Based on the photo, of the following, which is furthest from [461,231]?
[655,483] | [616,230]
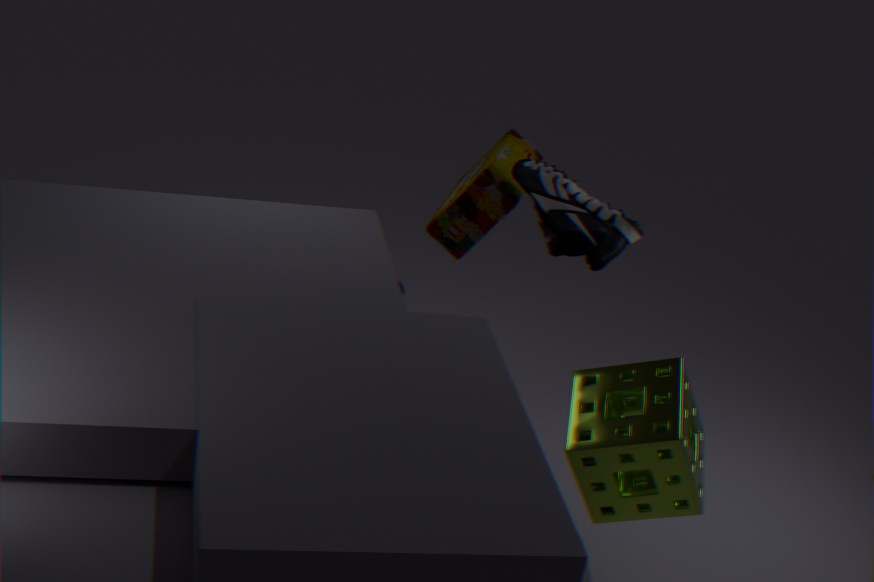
[655,483]
